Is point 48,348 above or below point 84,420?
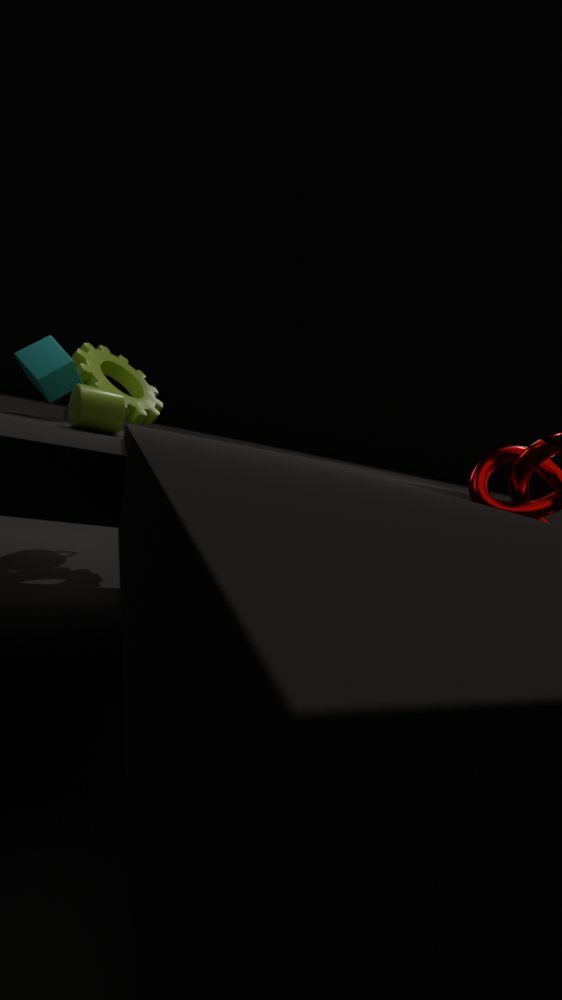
above
